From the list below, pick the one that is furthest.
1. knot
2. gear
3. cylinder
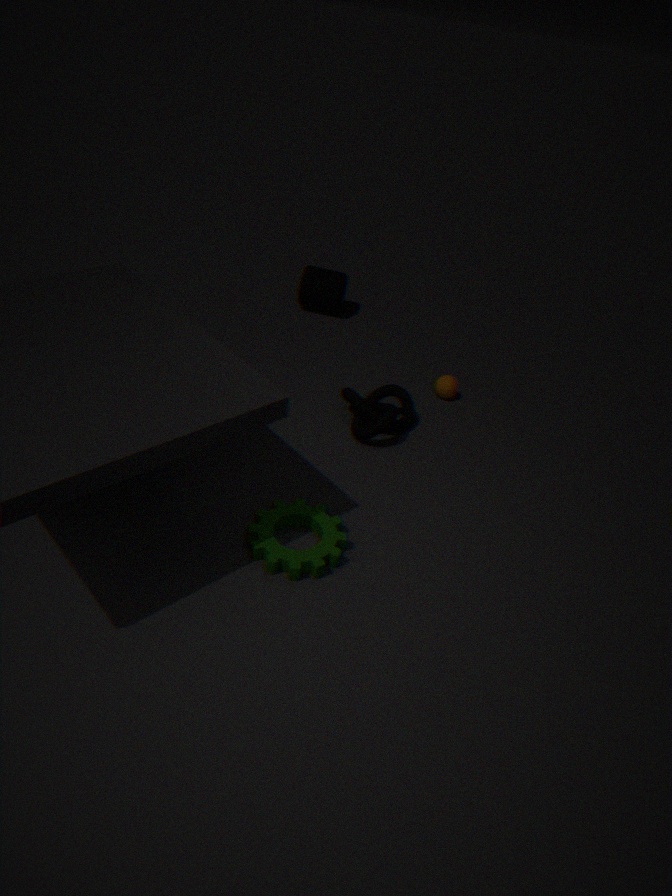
cylinder
